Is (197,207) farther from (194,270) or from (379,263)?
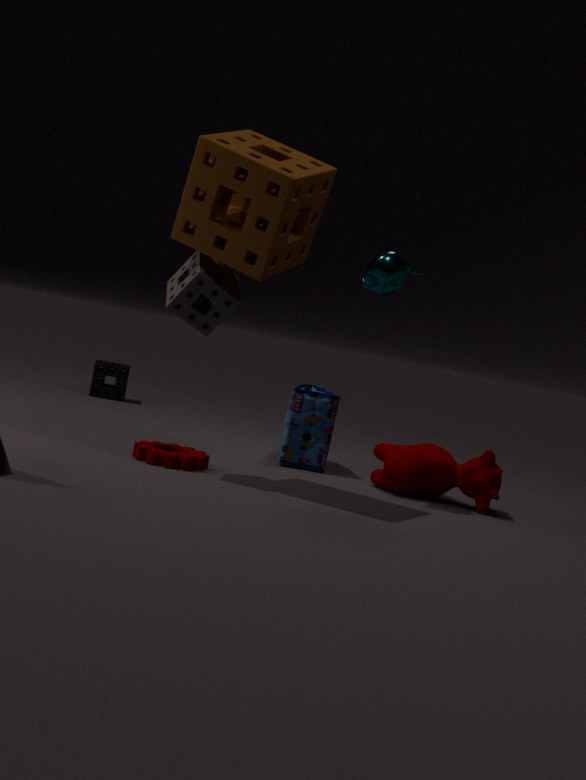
(379,263)
